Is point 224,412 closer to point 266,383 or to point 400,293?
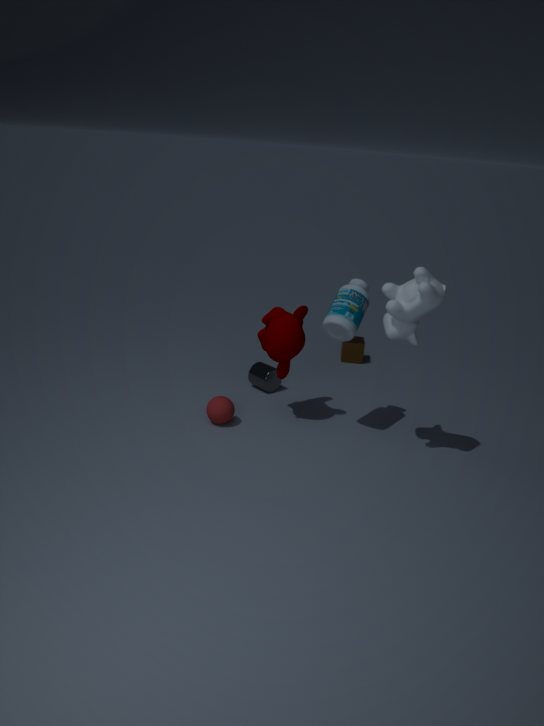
point 266,383
